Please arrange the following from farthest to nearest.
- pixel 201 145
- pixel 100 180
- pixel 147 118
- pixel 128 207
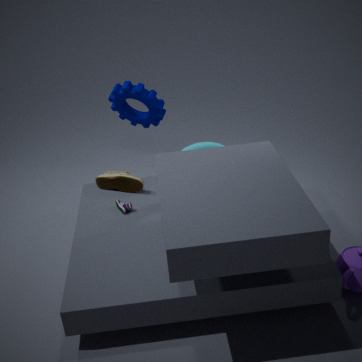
pixel 147 118 < pixel 100 180 < pixel 128 207 < pixel 201 145
